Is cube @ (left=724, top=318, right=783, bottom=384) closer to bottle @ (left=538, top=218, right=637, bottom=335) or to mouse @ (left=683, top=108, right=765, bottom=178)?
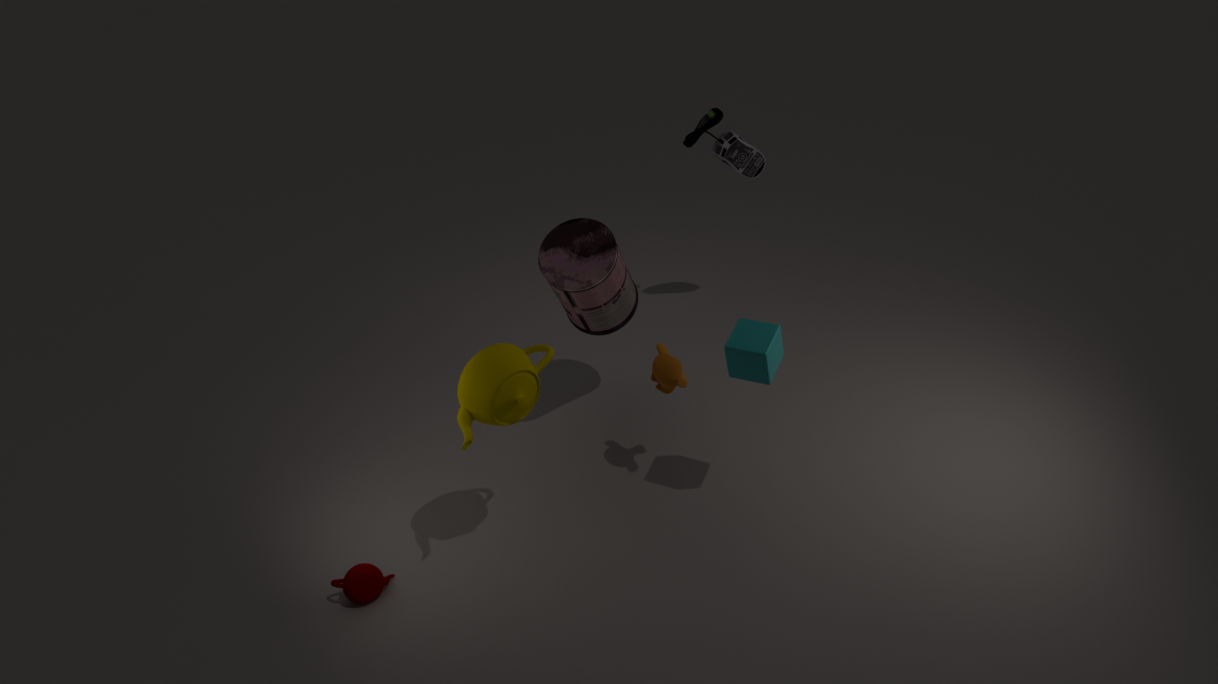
bottle @ (left=538, top=218, right=637, bottom=335)
